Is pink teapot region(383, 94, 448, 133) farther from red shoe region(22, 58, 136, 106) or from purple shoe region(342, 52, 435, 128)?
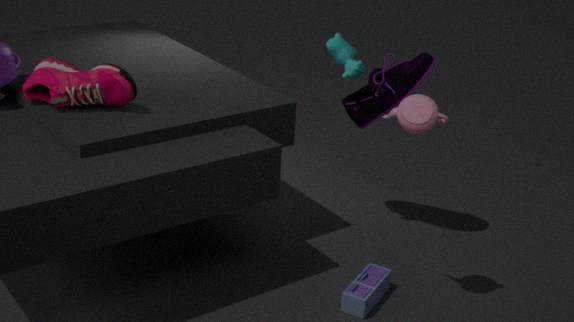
red shoe region(22, 58, 136, 106)
